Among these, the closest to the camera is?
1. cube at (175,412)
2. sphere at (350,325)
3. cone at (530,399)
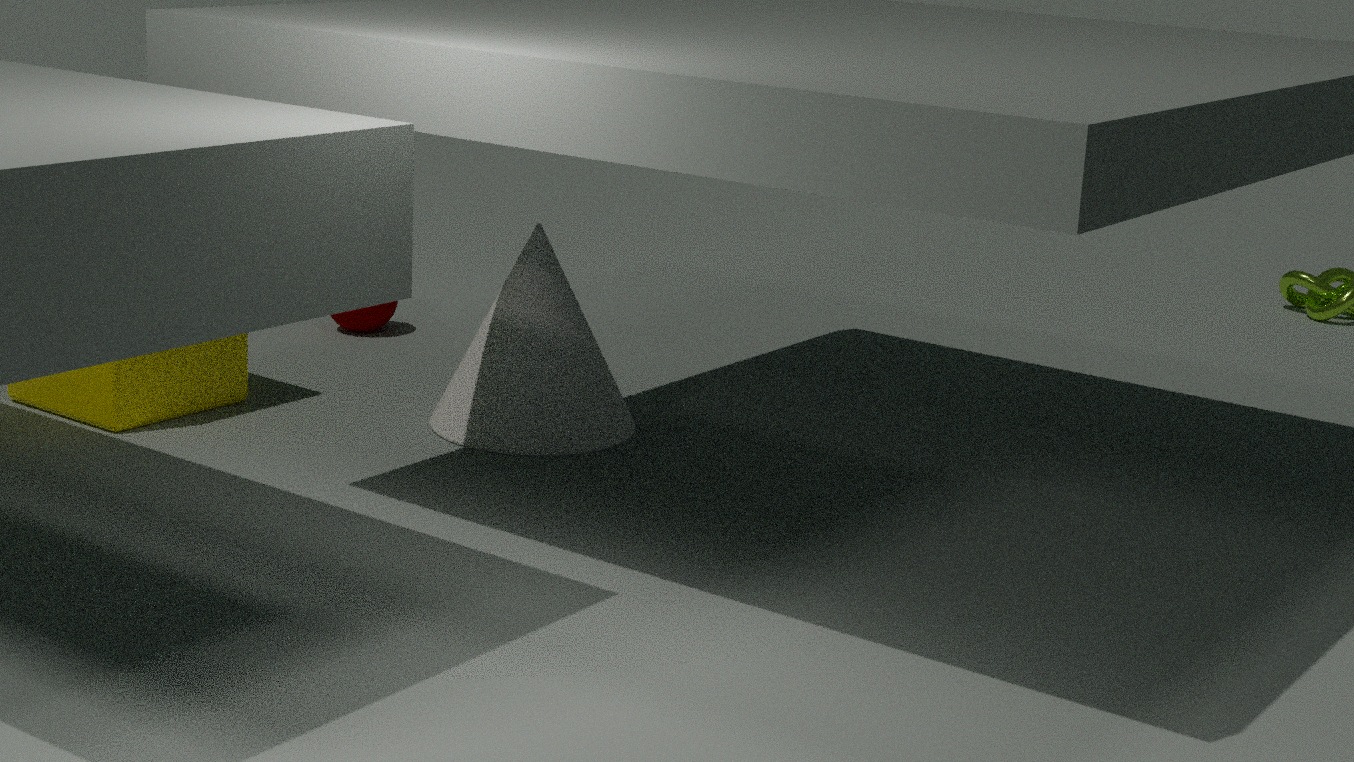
cube at (175,412)
